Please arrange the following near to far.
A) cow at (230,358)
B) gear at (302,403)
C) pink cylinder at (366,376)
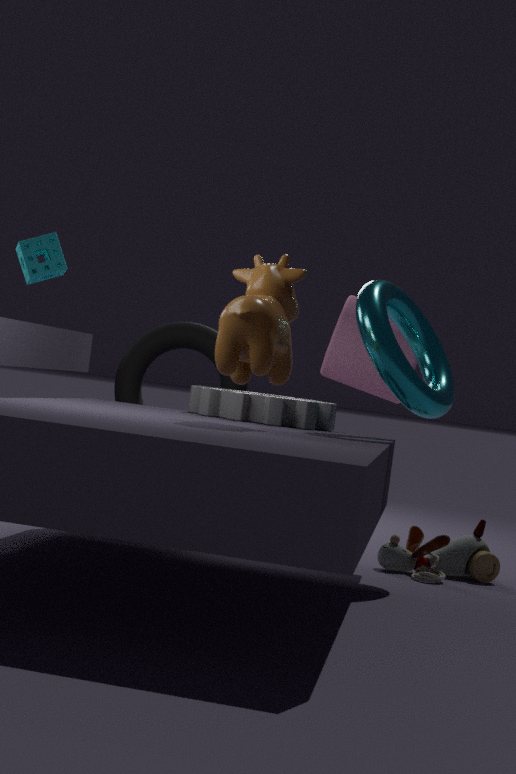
cow at (230,358)
gear at (302,403)
pink cylinder at (366,376)
